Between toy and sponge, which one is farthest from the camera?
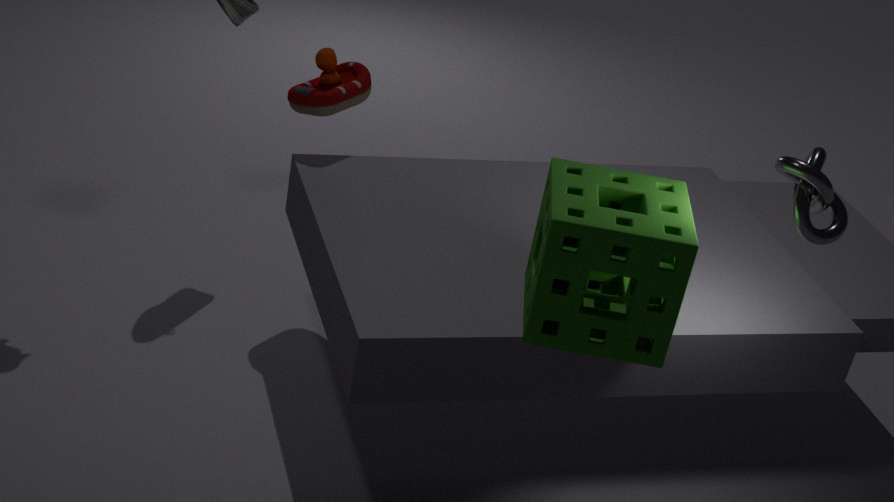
toy
